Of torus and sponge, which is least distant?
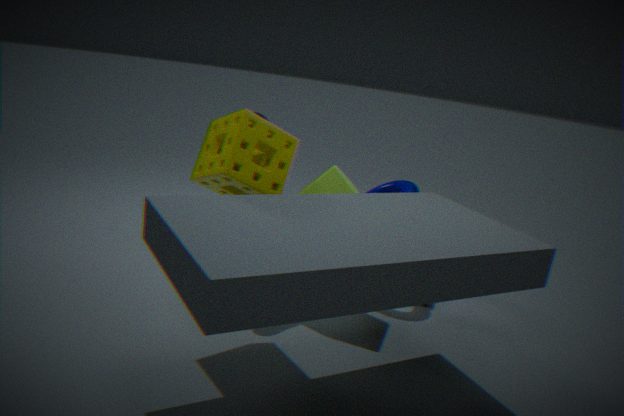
sponge
